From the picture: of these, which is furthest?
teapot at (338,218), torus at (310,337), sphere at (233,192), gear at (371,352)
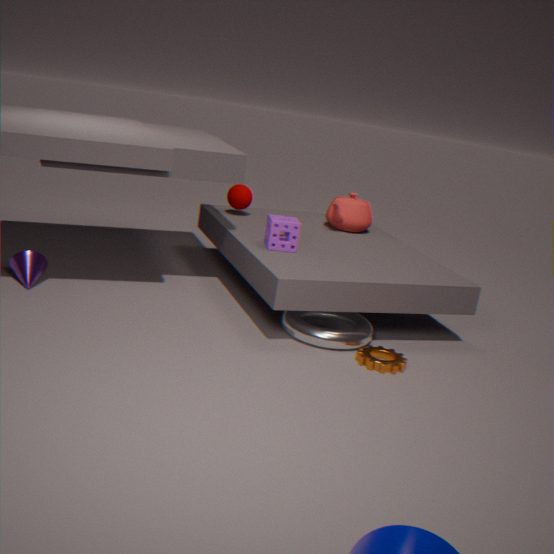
teapot at (338,218)
